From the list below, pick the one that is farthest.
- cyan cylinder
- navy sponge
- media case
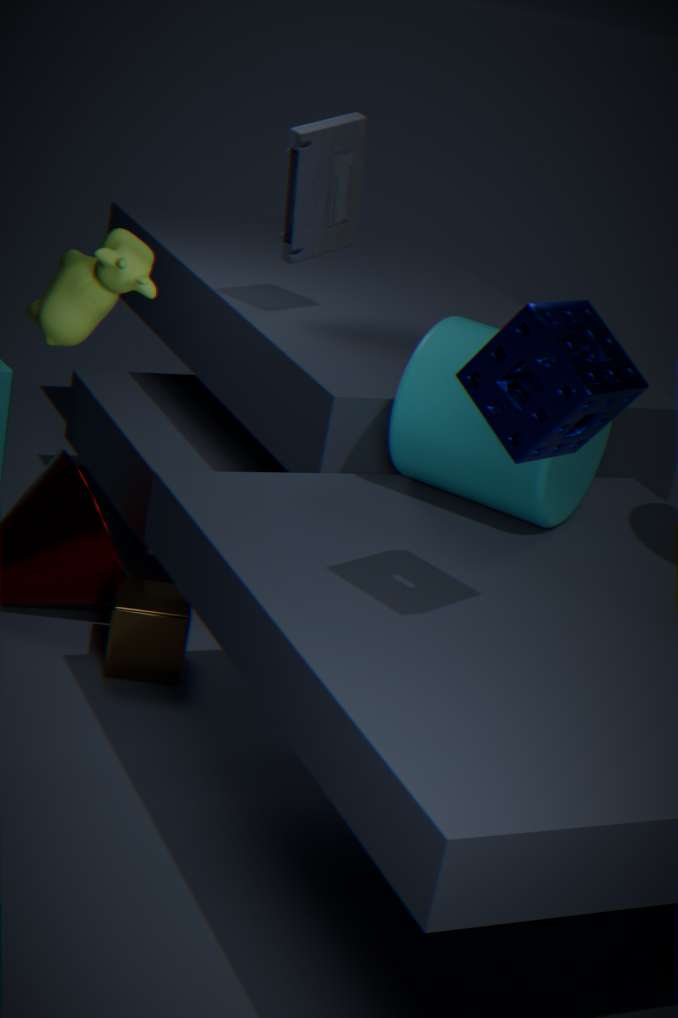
media case
